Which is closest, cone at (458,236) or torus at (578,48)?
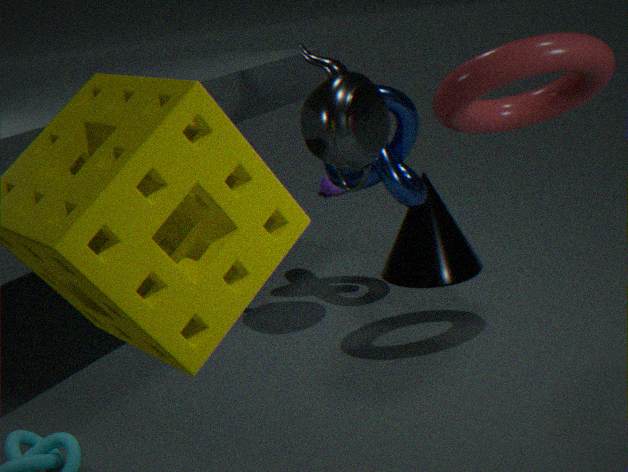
torus at (578,48)
